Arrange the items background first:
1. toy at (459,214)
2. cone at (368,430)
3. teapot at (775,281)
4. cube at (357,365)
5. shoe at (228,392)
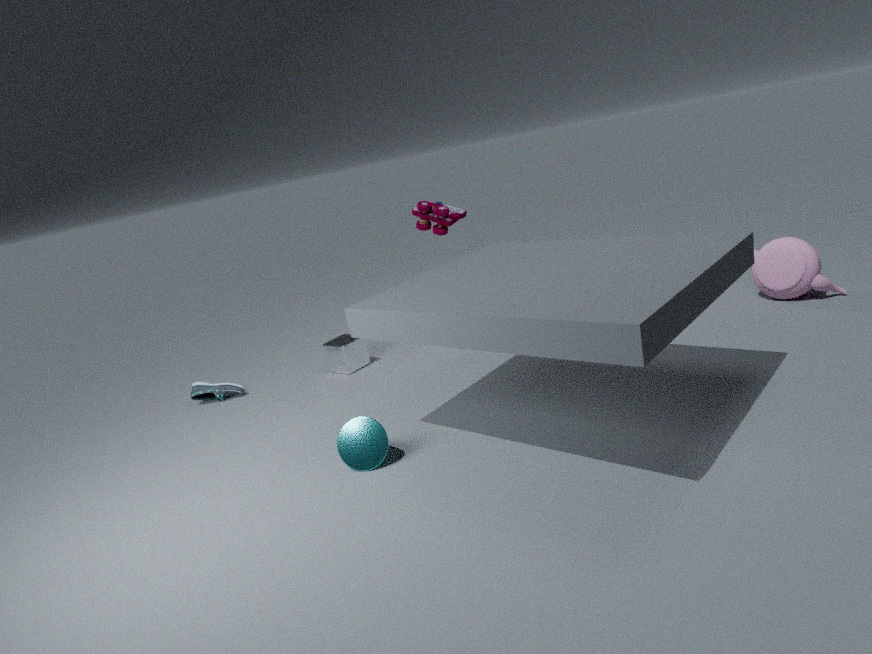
cube at (357,365)
shoe at (228,392)
toy at (459,214)
teapot at (775,281)
cone at (368,430)
